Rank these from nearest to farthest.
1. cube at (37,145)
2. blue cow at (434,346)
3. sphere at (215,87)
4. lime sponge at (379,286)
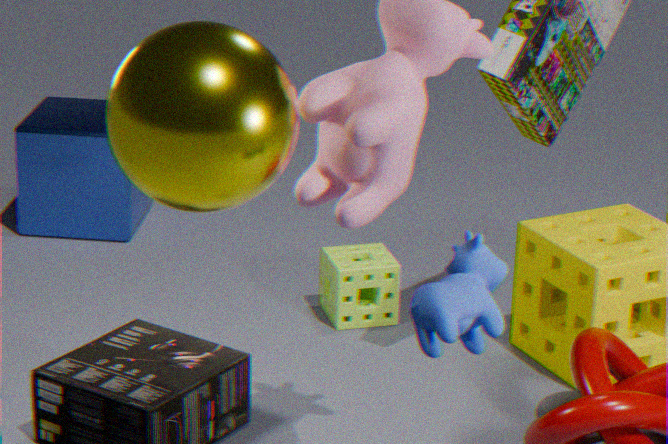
blue cow at (434,346) < sphere at (215,87) < lime sponge at (379,286) < cube at (37,145)
